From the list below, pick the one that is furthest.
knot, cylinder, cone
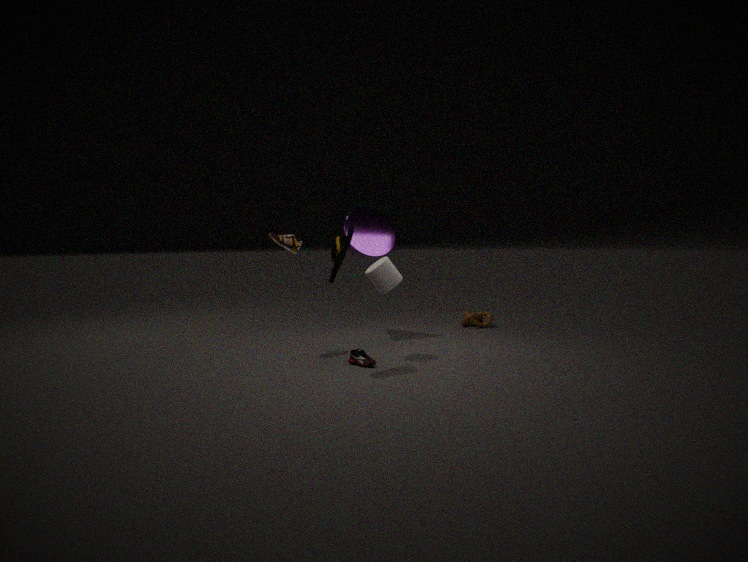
knot
